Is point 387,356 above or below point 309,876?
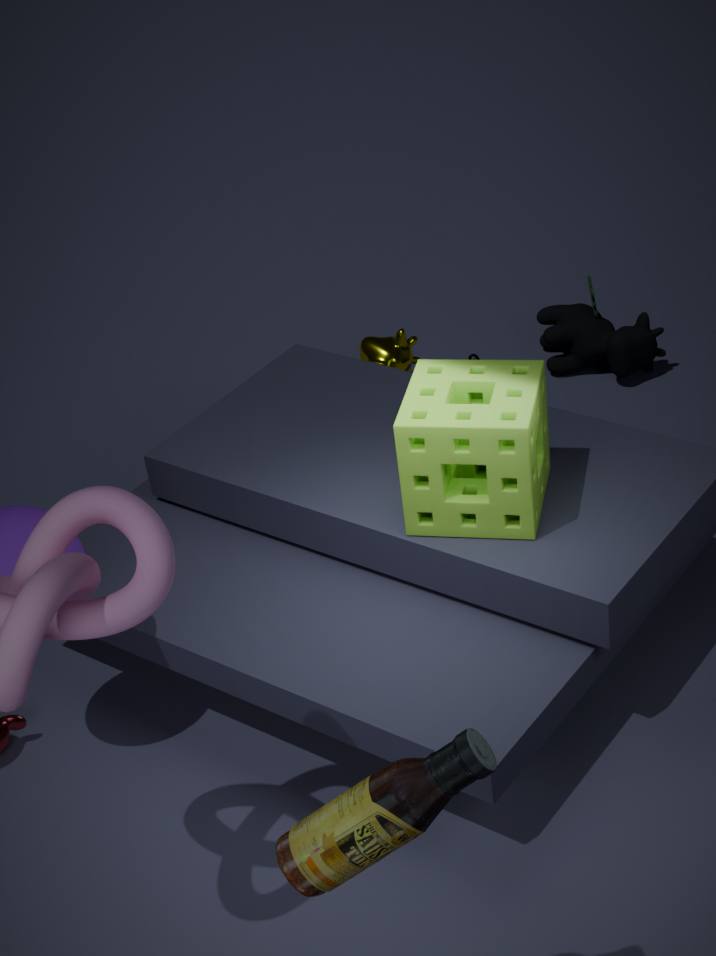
below
